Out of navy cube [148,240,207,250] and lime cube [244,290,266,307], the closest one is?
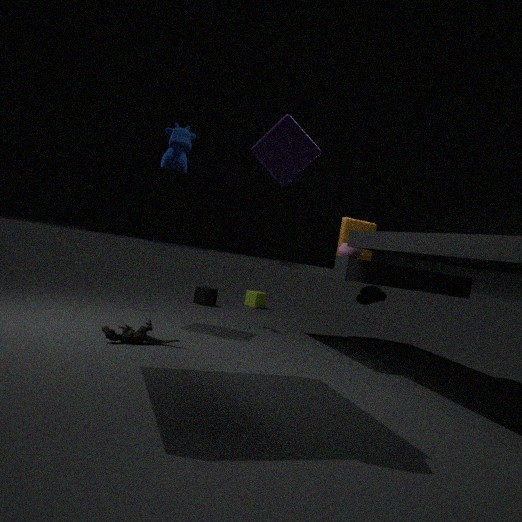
navy cube [148,240,207,250]
